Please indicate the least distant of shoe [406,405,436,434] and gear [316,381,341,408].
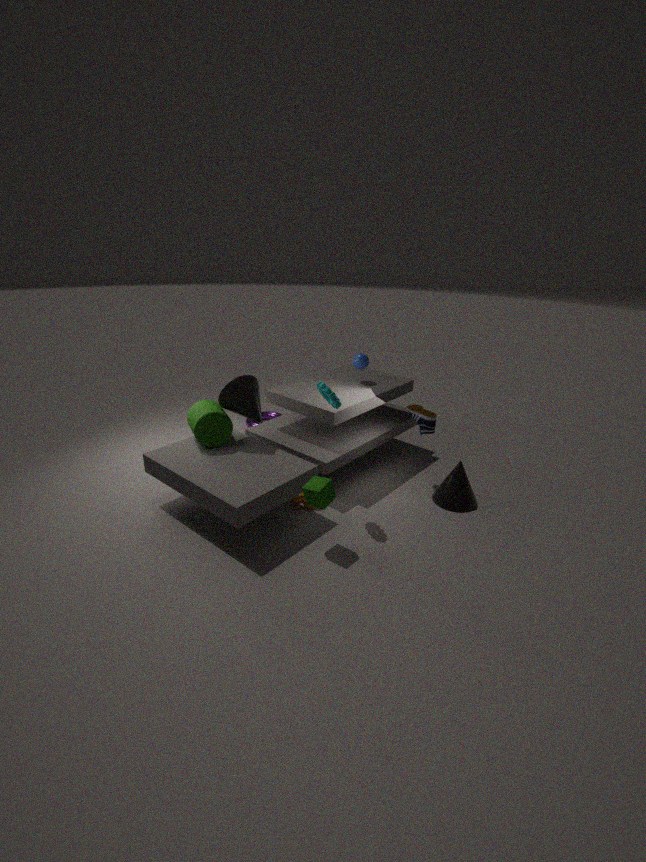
gear [316,381,341,408]
